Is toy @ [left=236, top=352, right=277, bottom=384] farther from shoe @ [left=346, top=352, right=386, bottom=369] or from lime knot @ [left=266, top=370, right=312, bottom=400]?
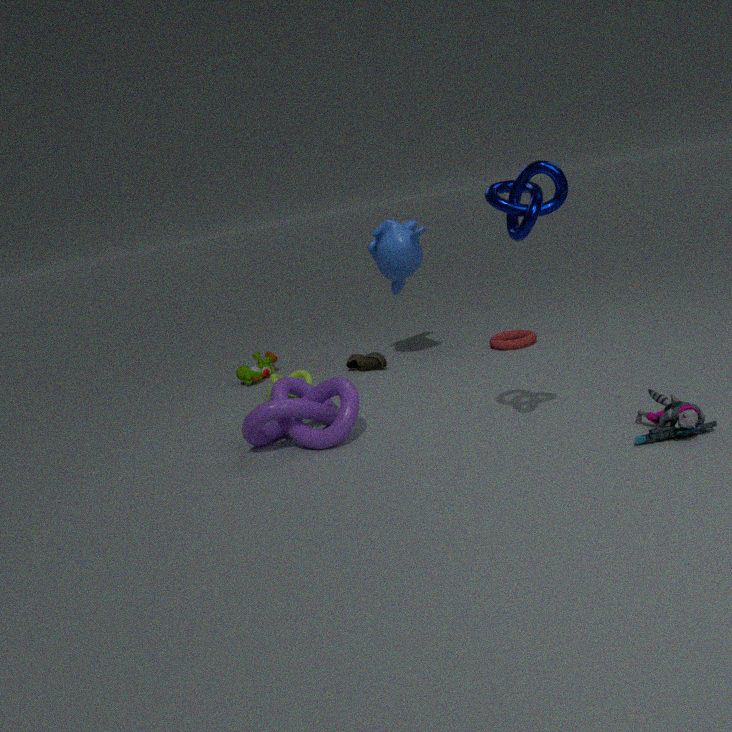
shoe @ [left=346, top=352, right=386, bottom=369]
